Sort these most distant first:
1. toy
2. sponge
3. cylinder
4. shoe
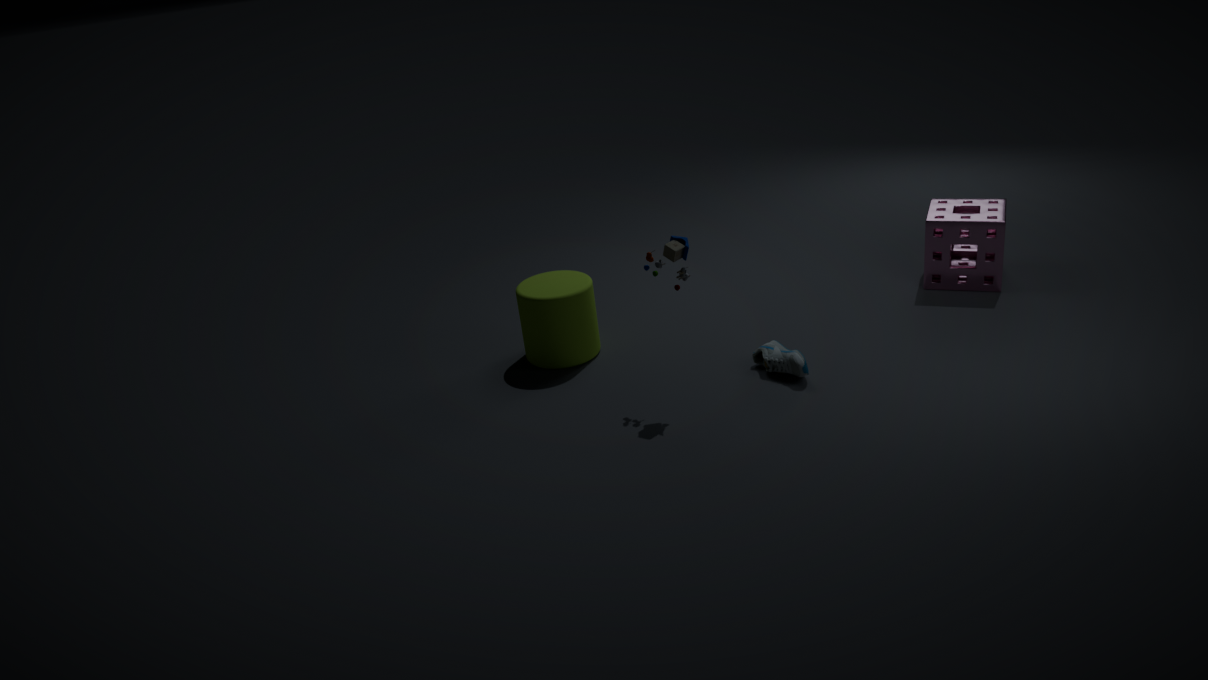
sponge < cylinder < shoe < toy
